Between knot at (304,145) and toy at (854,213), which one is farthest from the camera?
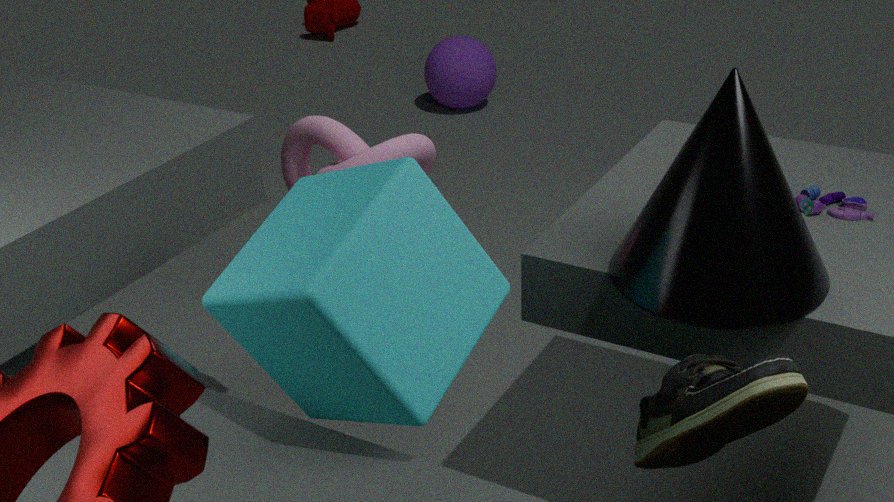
knot at (304,145)
